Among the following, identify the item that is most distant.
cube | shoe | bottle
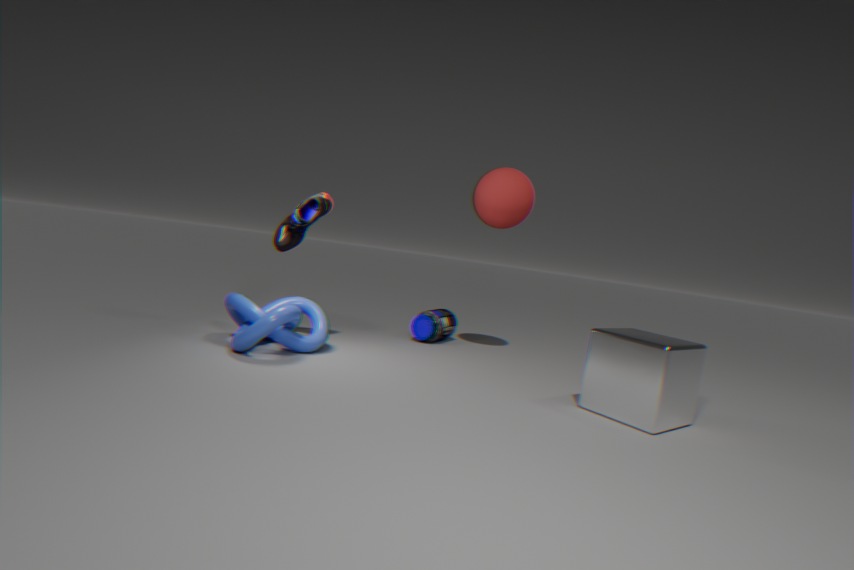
bottle
